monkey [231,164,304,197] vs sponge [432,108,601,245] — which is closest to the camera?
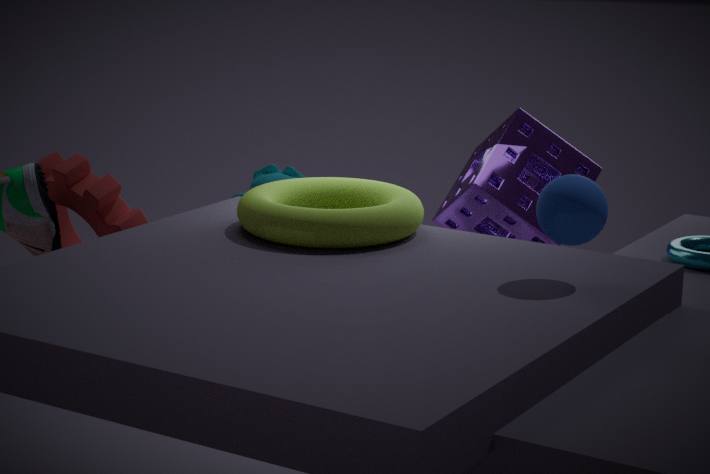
sponge [432,108,601,245]
